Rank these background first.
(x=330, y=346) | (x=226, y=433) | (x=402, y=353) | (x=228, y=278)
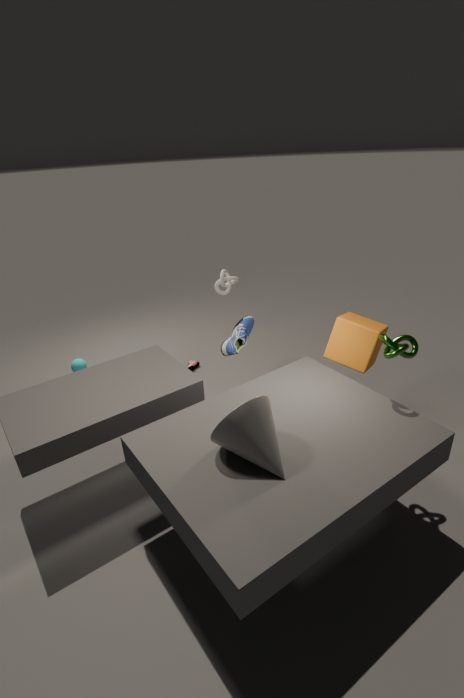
1. (x=228, y=278)
2. (x=330, y=346)
3. (x=402, y=353)
4. (x=226, y=433)
